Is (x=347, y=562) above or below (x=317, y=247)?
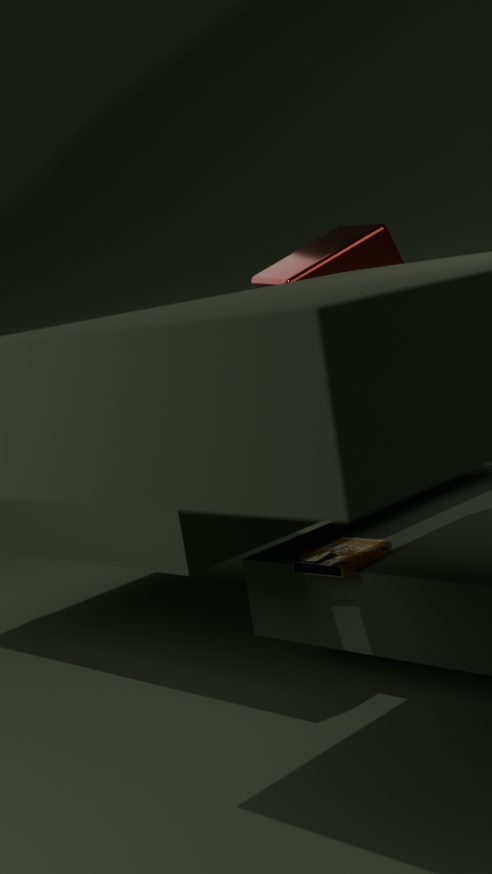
below
